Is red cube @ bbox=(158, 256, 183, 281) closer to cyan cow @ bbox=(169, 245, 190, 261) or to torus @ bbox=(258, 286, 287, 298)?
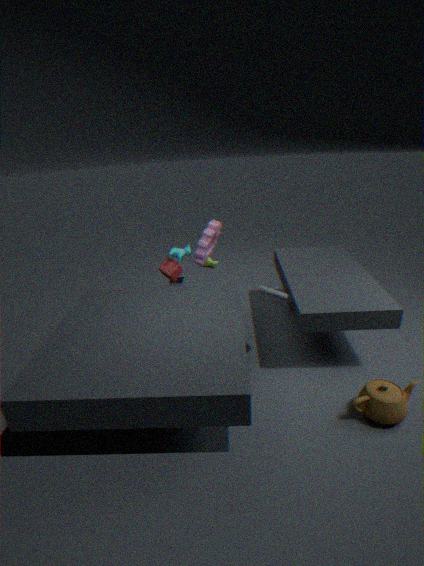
cyan cow @ bbox=(169, 245, 190, 261)
